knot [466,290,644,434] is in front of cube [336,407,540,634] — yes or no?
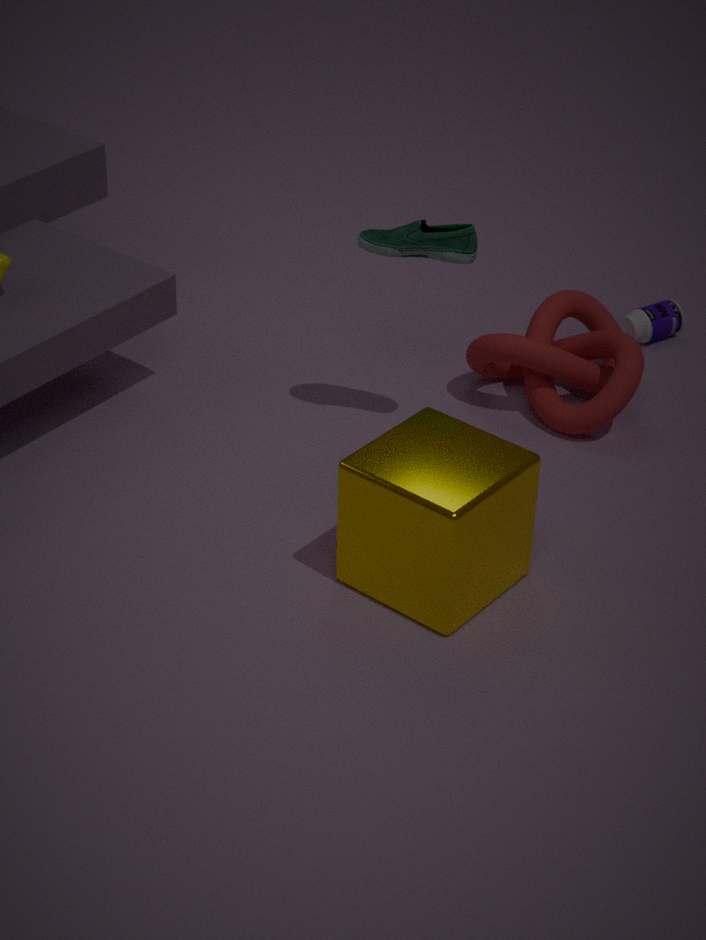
No
